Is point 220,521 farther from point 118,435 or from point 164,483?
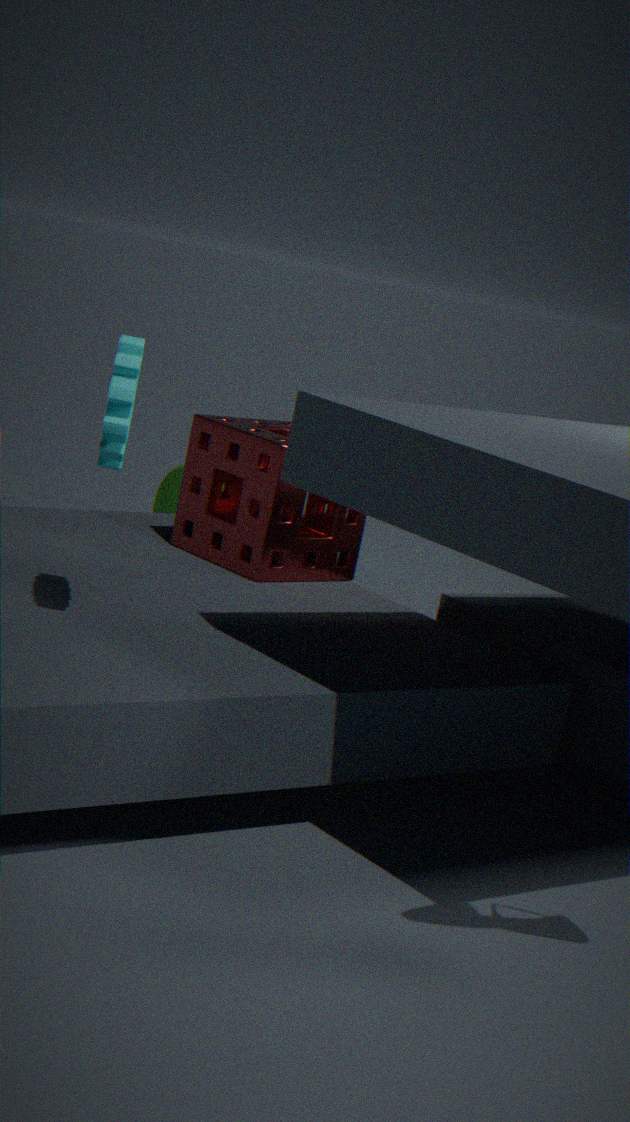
point 164,483
